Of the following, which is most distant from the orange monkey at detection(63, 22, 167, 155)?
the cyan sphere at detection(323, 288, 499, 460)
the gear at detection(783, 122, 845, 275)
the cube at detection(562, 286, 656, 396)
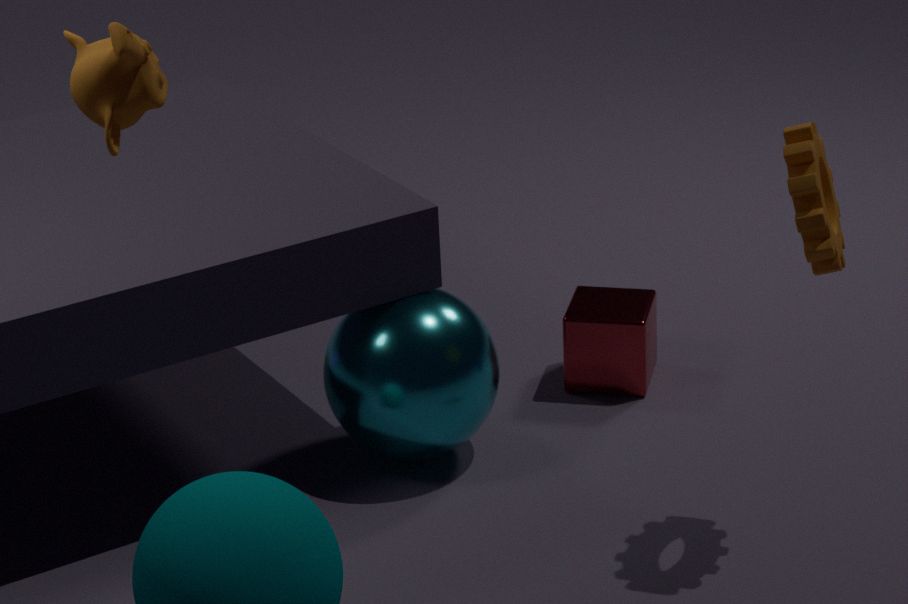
the cube at detection(562, 286, 656, 396)
